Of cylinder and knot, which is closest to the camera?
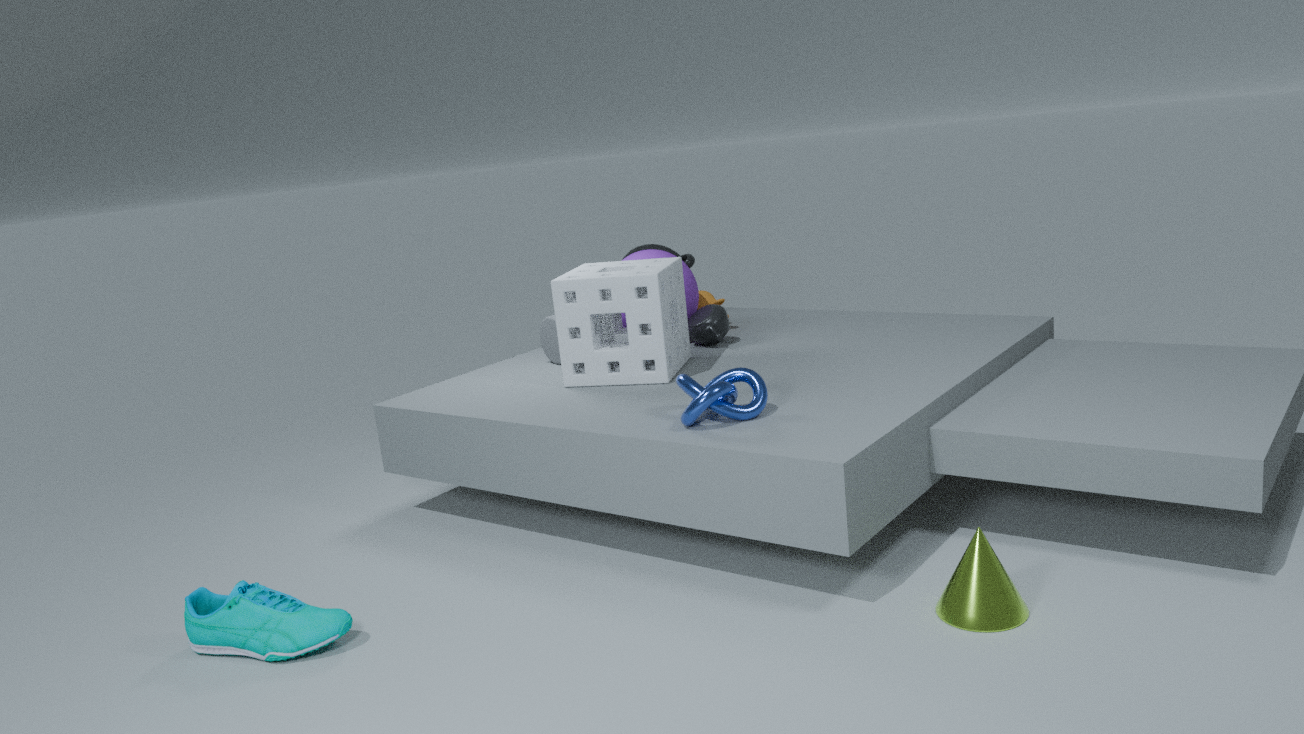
knot
